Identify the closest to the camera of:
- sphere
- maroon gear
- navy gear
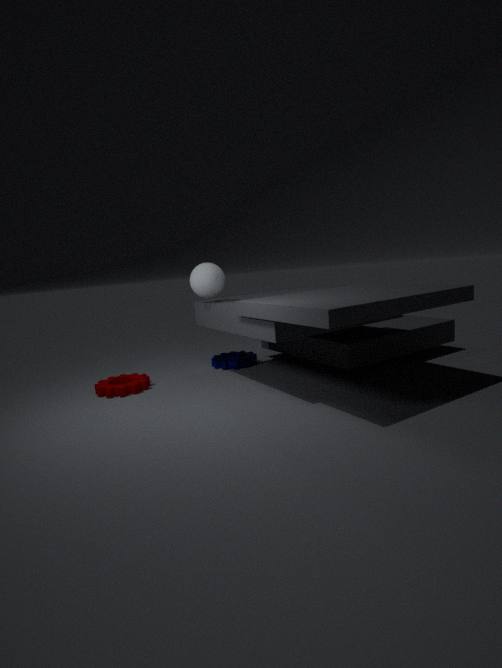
sphere
